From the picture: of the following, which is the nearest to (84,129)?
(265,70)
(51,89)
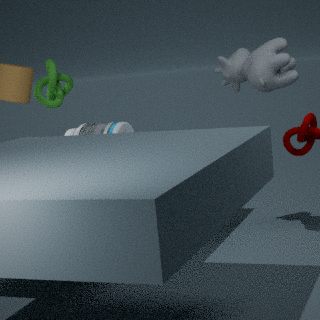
(51,89)
